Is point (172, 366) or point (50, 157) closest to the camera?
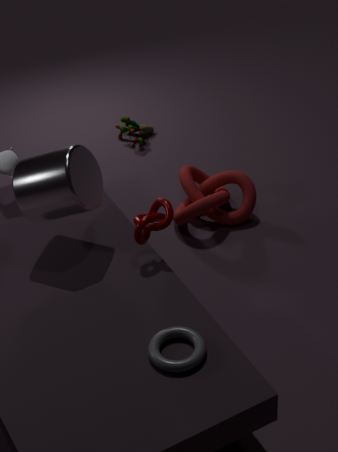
point (172, 366)
